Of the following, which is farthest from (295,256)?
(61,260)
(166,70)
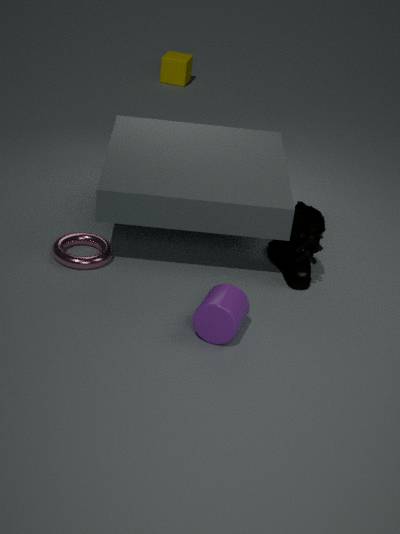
(166,70)
